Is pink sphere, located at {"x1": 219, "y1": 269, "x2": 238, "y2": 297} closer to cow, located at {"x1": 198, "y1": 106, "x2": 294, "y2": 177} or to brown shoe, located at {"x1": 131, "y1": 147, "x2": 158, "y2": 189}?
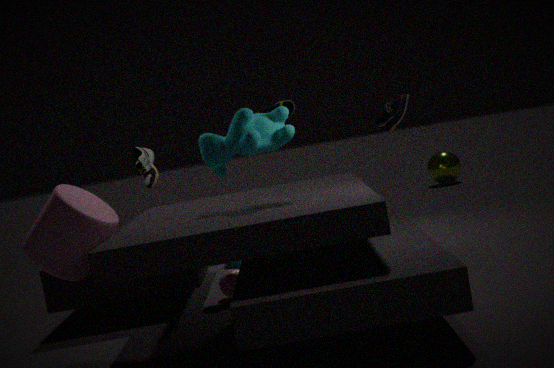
brown shoe, located at {"x1": 131, "y1": 147, "x2": 158, "y2": 189}
